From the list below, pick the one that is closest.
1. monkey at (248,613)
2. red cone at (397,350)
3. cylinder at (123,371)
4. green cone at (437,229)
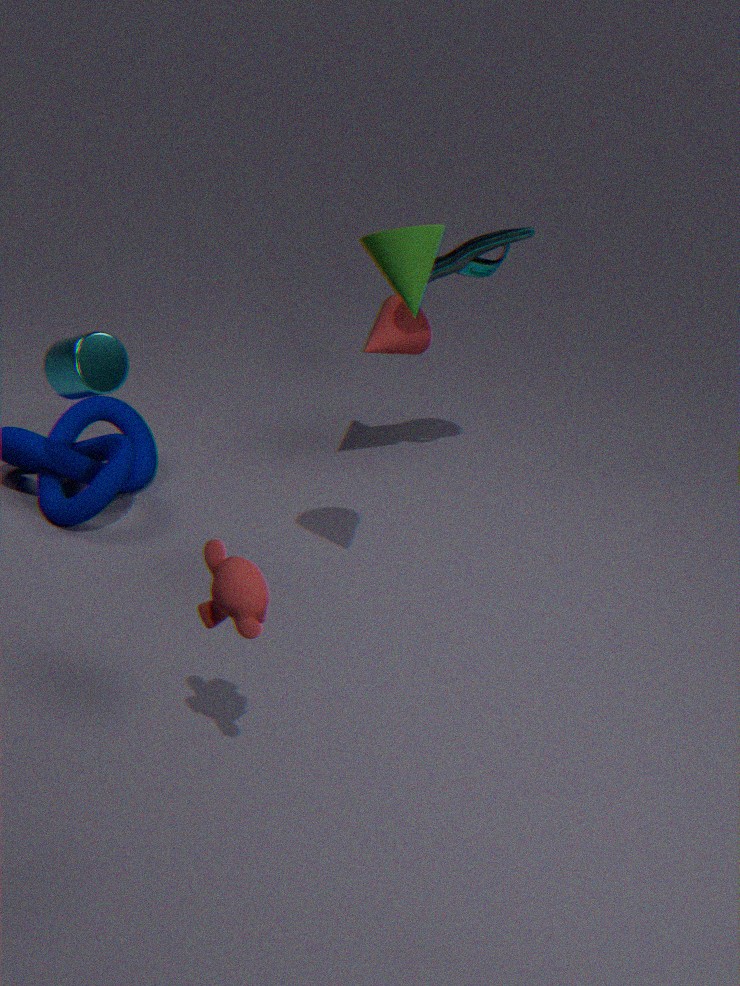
monkey at (248,613)
